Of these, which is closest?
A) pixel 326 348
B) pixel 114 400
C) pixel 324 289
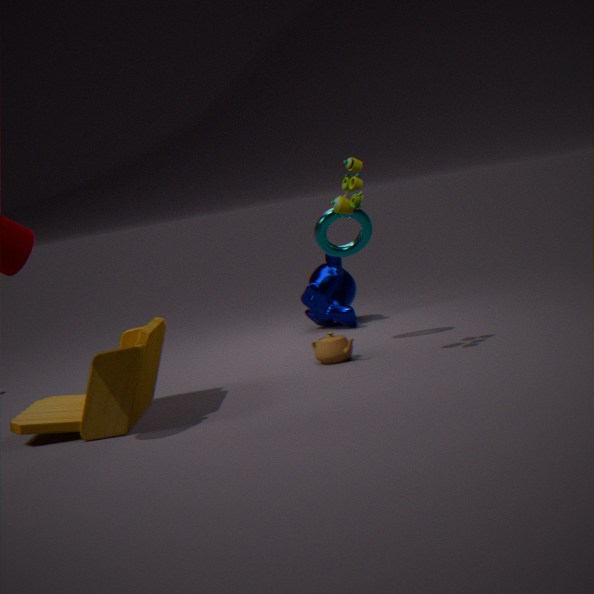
pixel 114 400
